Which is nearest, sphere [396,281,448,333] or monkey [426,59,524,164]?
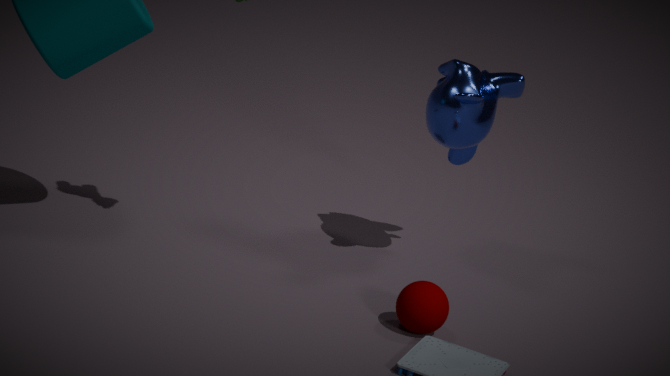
sphere [396,281,448,333]
